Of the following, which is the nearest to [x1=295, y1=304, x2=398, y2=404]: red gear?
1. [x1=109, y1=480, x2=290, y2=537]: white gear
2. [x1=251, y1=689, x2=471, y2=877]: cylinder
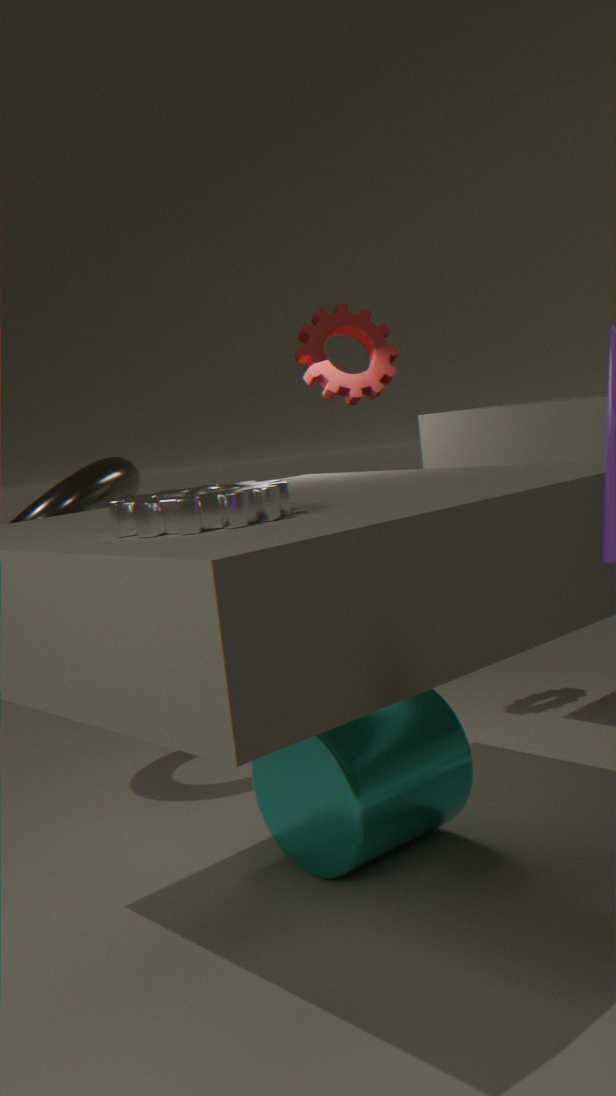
[x1=251, y1=689, x2=471, y2=877]: cylinder
